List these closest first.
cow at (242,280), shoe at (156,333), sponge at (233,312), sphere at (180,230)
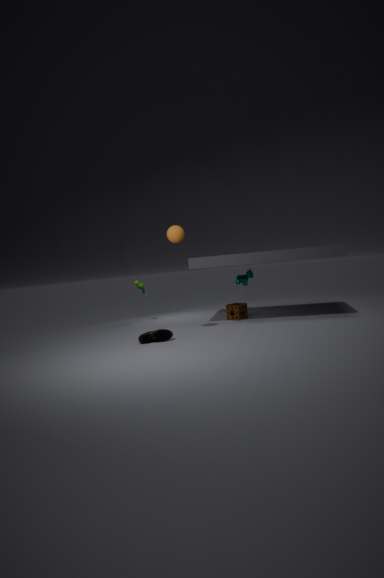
shoe at (156,333) → sphere at (180,230) → sponge at (233,312) → cow at (242,280)
